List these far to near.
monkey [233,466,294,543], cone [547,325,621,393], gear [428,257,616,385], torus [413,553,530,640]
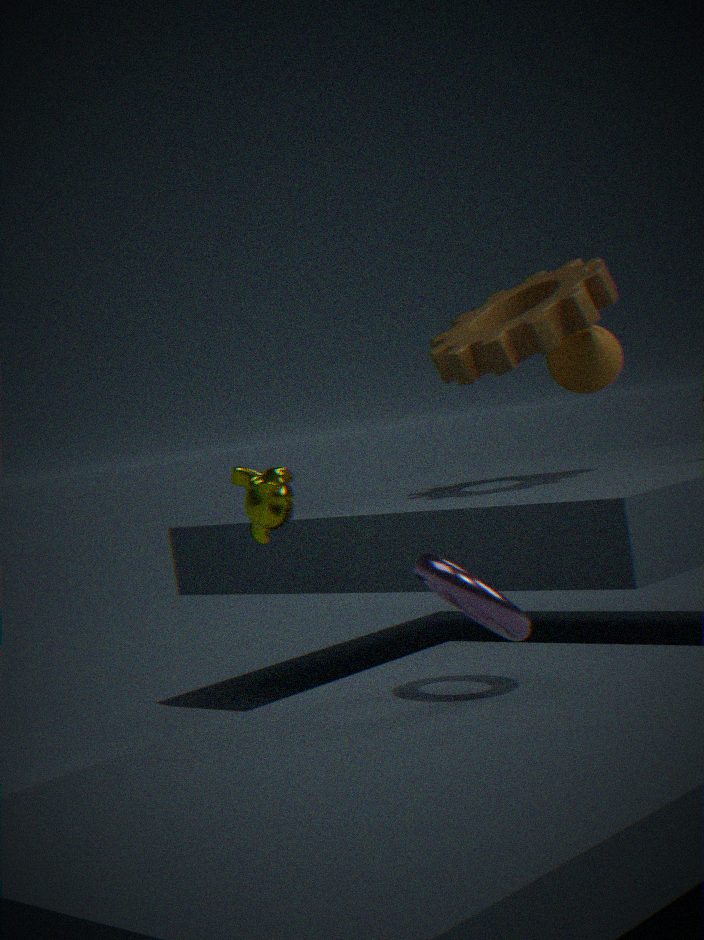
cone [547,325,621,393]
gear [428,257,616,385]
monkey [233,466,294,543]
torus [413,553,530,640]
